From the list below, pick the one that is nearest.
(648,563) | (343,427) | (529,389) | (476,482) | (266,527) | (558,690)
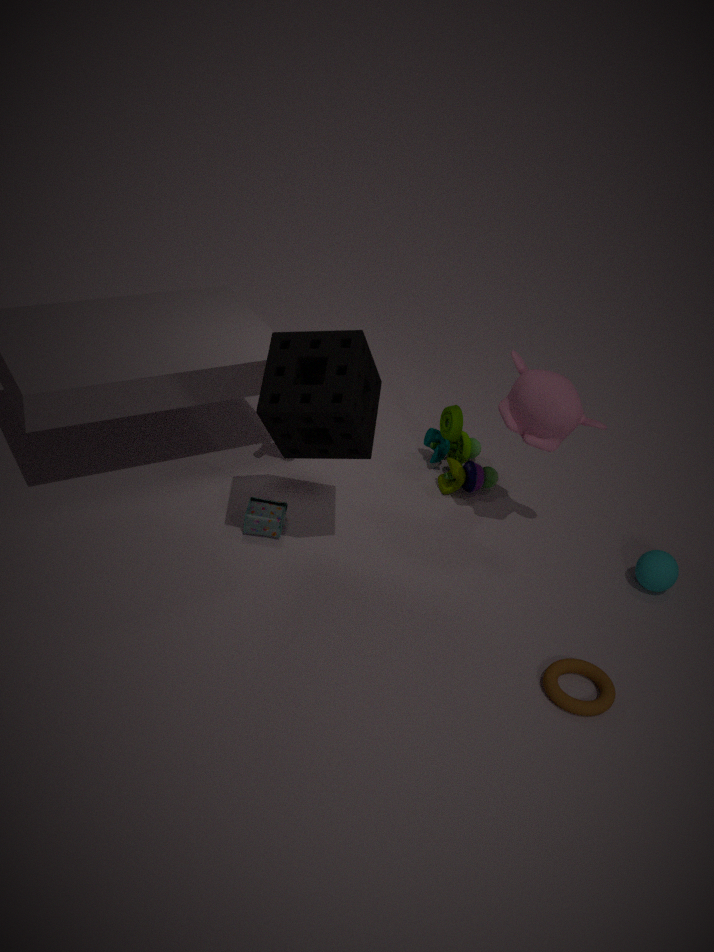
(558,690)
